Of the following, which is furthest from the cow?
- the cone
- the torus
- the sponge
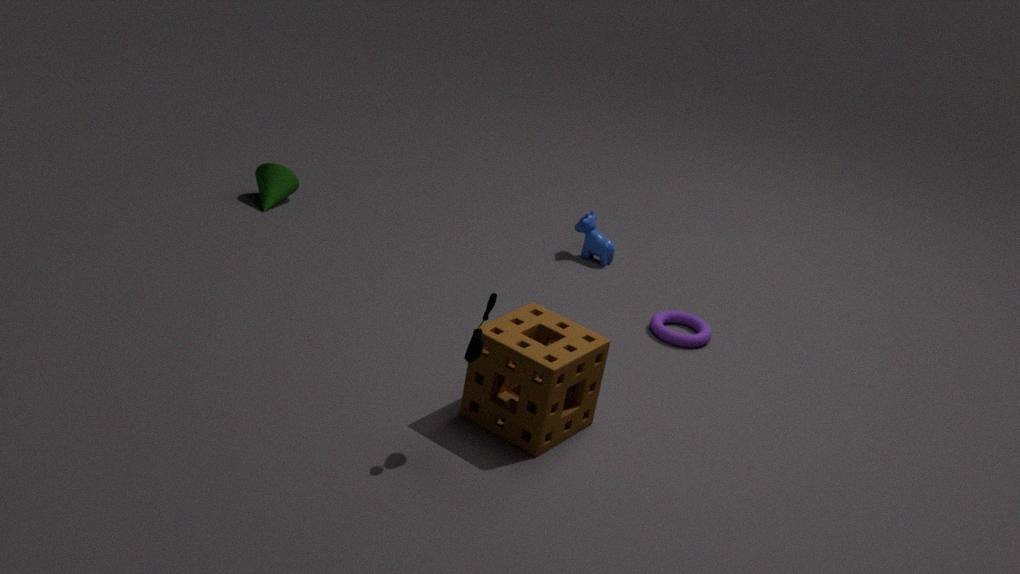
the cone
